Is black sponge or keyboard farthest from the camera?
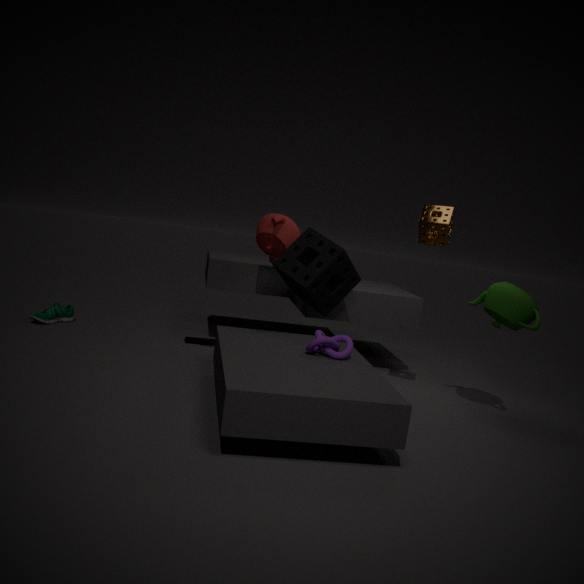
keyboard
